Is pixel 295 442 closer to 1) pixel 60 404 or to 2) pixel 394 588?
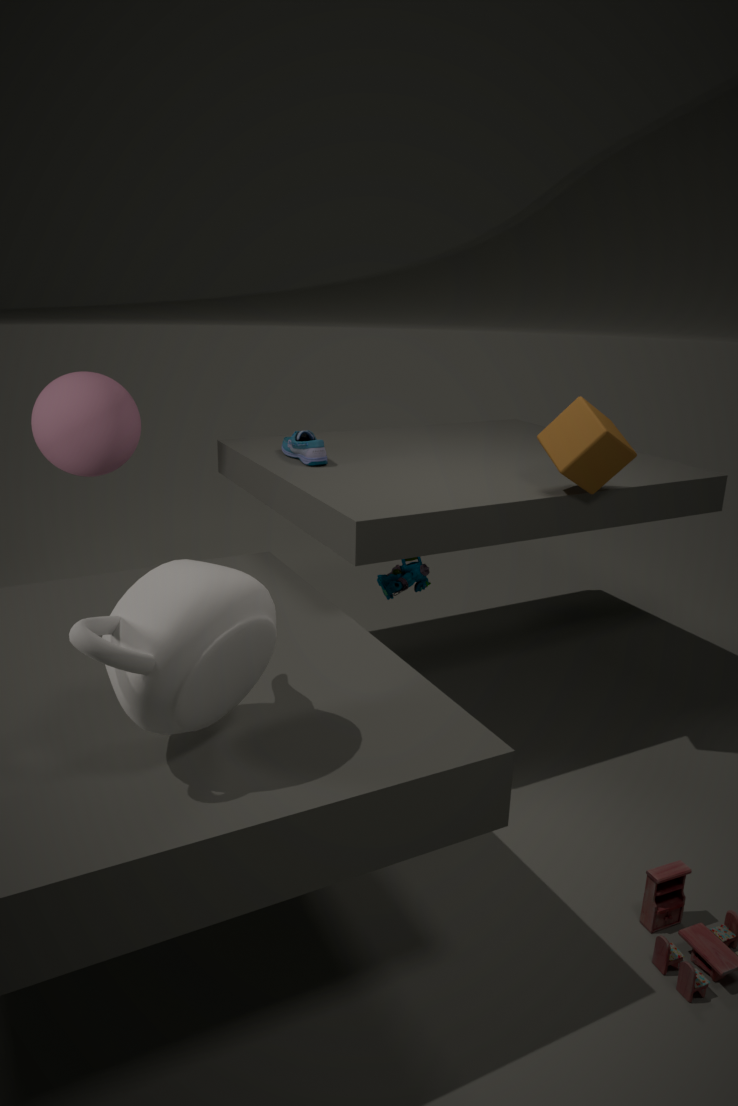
2) pixel 394 588
